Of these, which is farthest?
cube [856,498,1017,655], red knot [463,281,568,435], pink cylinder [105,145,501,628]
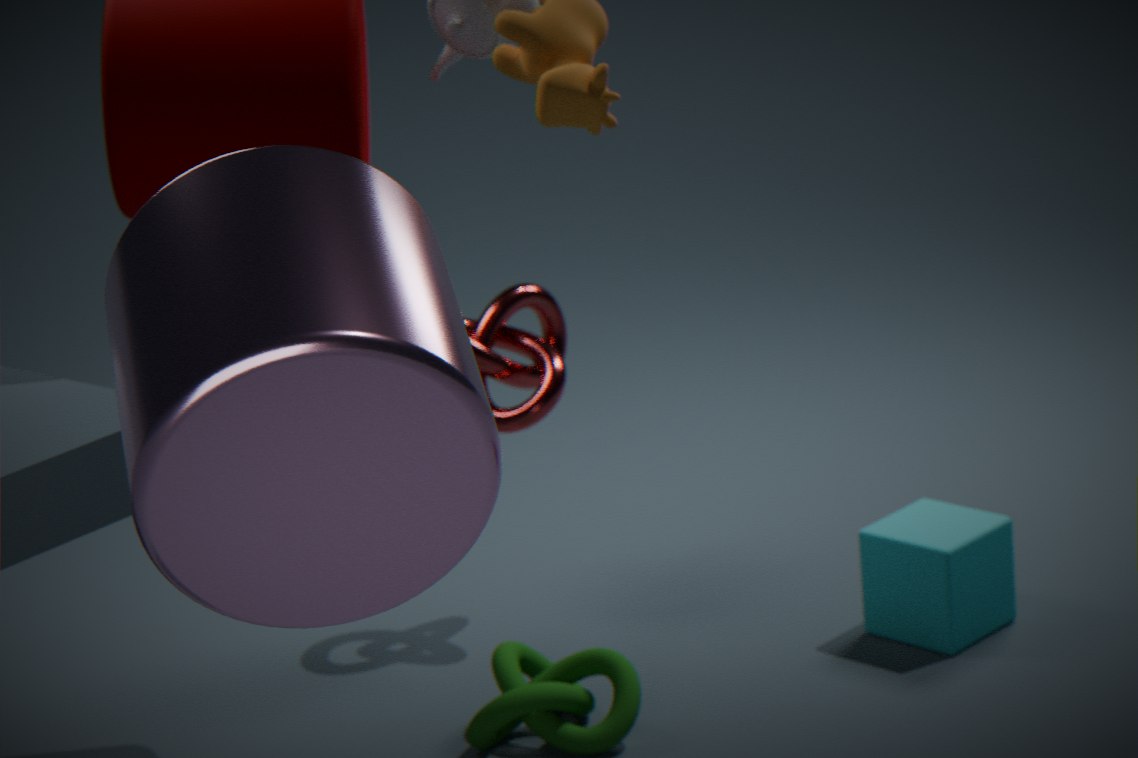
red knot [463,281,568,435]
